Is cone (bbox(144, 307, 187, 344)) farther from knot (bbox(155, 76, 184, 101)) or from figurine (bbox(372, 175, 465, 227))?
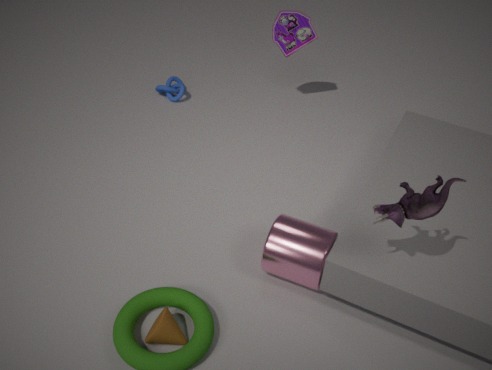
knot (bbox(155, 76, 184, 101))
